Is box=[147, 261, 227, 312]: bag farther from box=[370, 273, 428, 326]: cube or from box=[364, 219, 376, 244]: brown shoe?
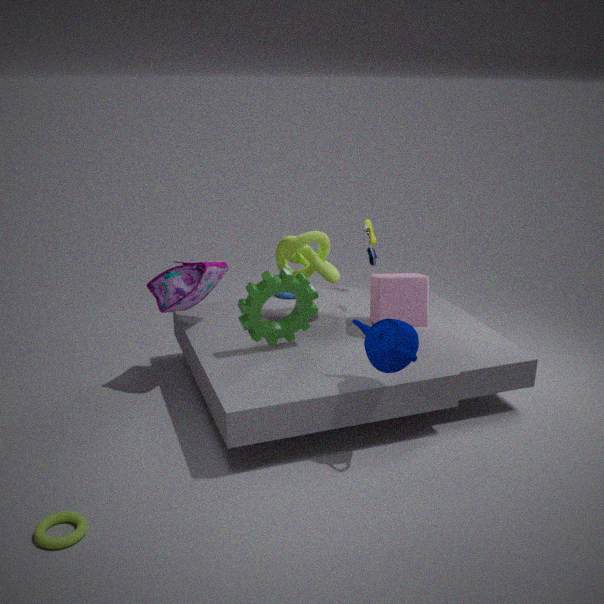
box=[364, 219, 376, 244]: brown shoe
